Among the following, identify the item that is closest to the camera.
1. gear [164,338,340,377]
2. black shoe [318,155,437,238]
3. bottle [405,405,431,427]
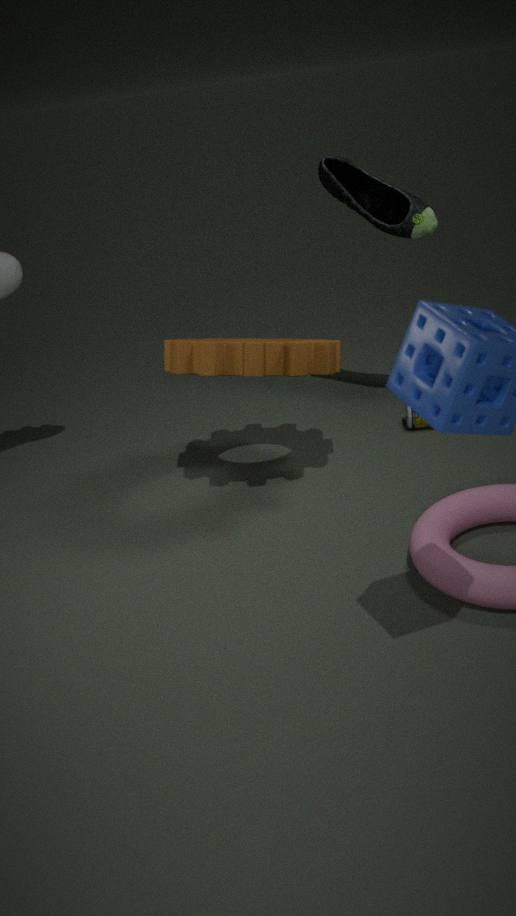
gear [164,338,340,377]
